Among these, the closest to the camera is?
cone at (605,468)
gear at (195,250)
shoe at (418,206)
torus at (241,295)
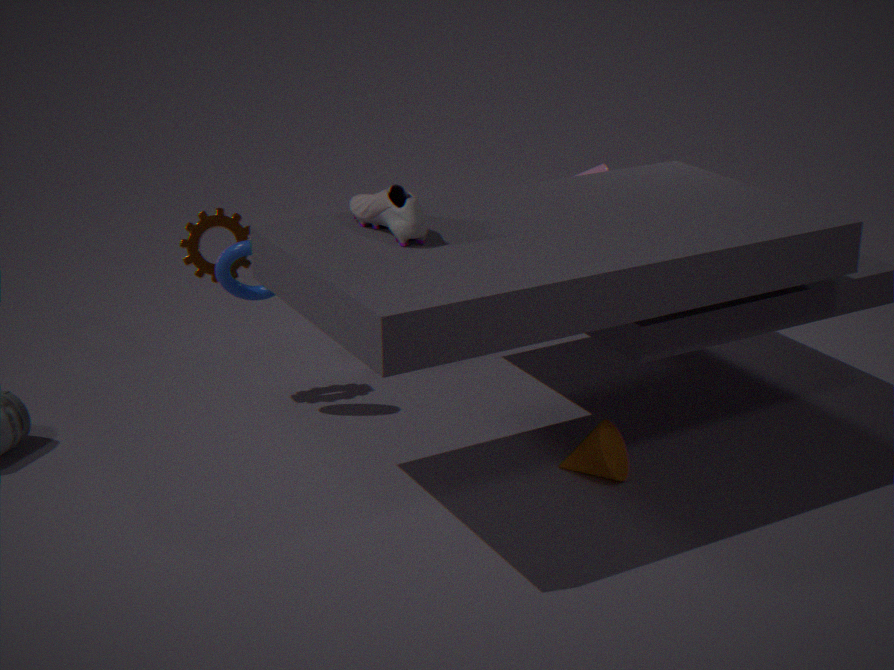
shoe at (418,206)
